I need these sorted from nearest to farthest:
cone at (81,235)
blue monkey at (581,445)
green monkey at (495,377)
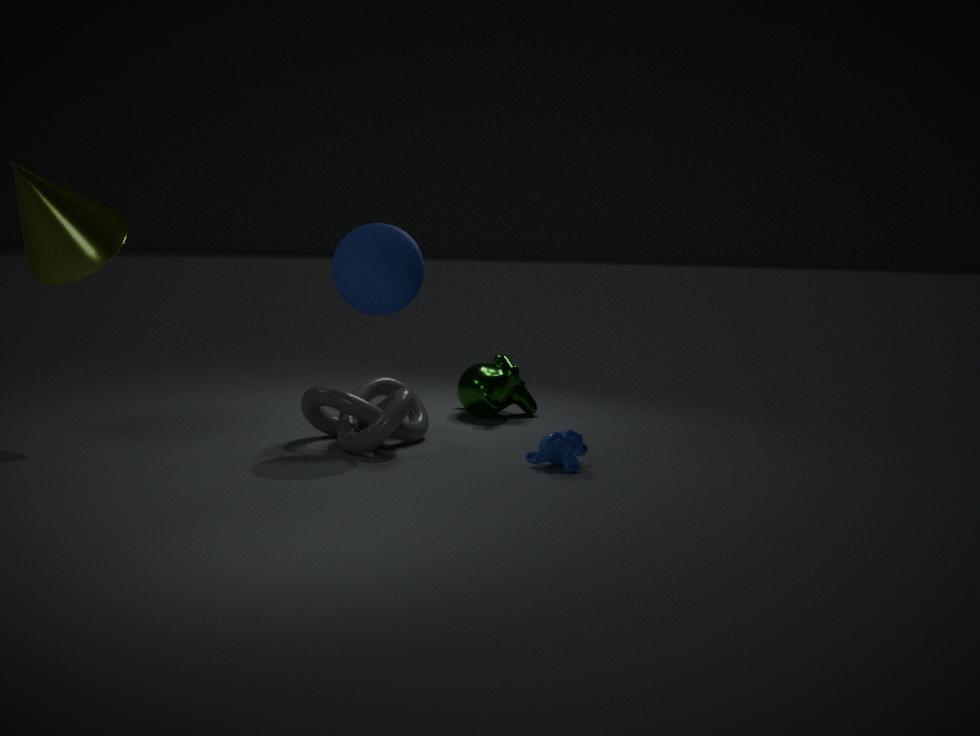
blue monkey at (581,445) → cone at (81,235) → green monkey at (495,377)
